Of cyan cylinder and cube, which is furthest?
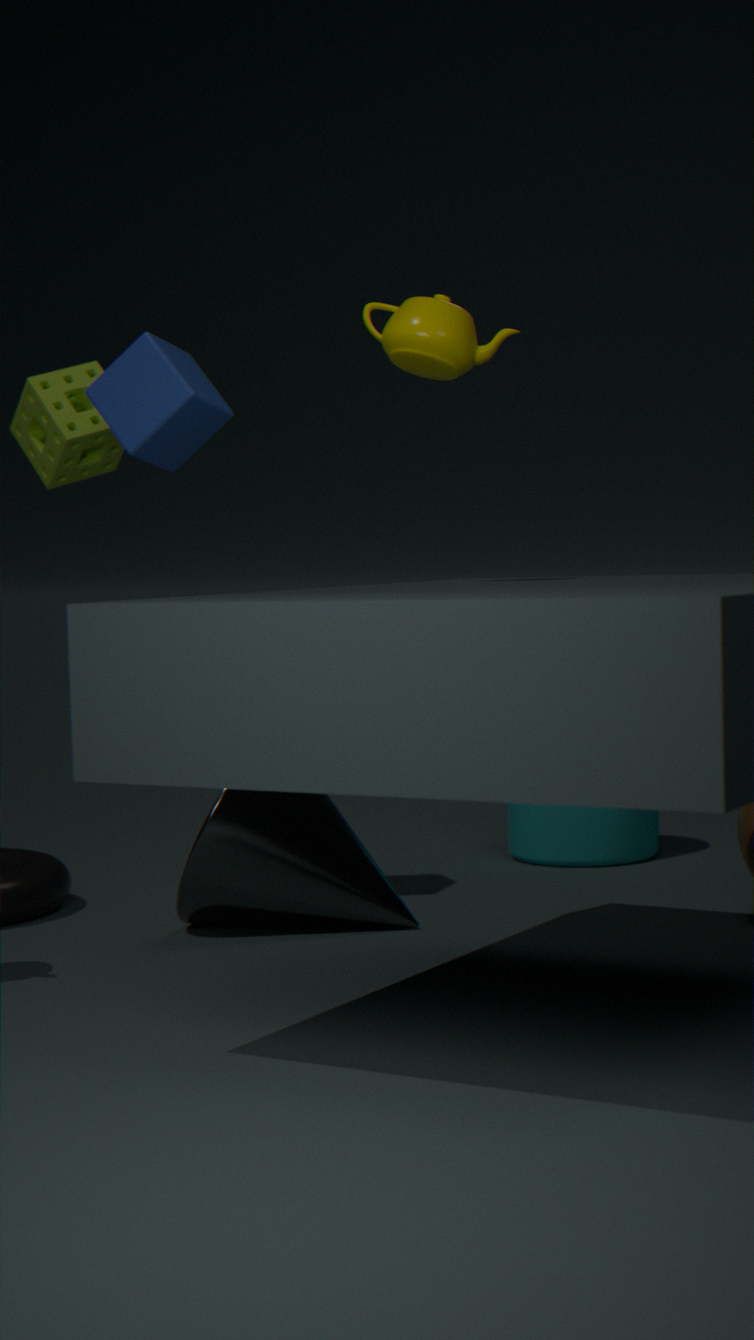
cyan cylinder
